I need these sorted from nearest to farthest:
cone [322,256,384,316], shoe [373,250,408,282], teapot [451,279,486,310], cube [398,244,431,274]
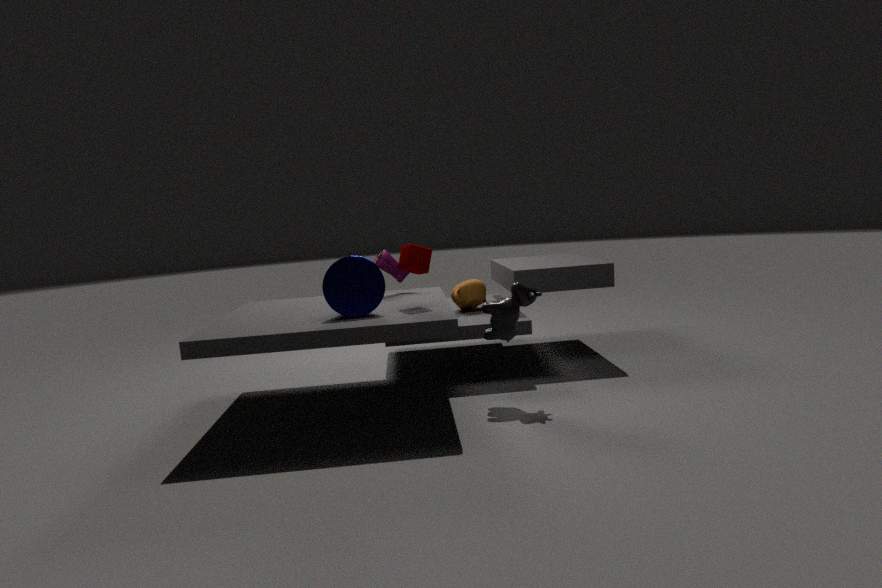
cone [322,256,384,316]
cube [398,244,431,274]
shoe [373,250,408,282]
teapot [451,279,486,310]
